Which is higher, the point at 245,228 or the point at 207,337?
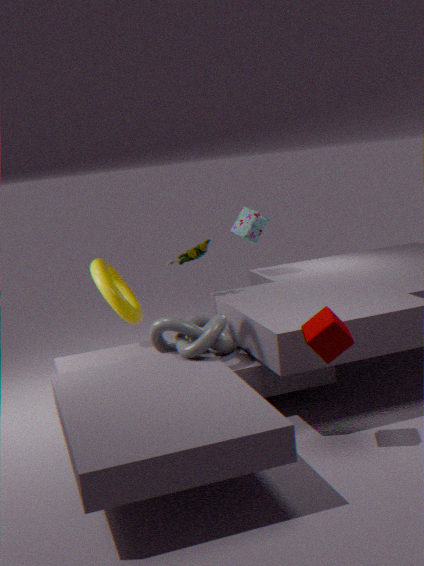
the point at 245,228
